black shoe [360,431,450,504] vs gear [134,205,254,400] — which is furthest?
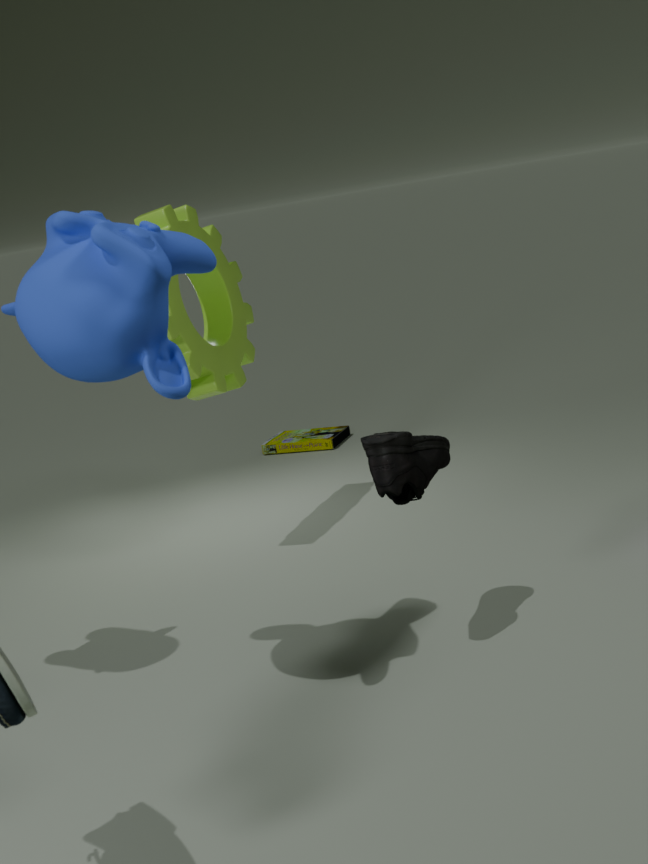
gear [134,205,254,400]
